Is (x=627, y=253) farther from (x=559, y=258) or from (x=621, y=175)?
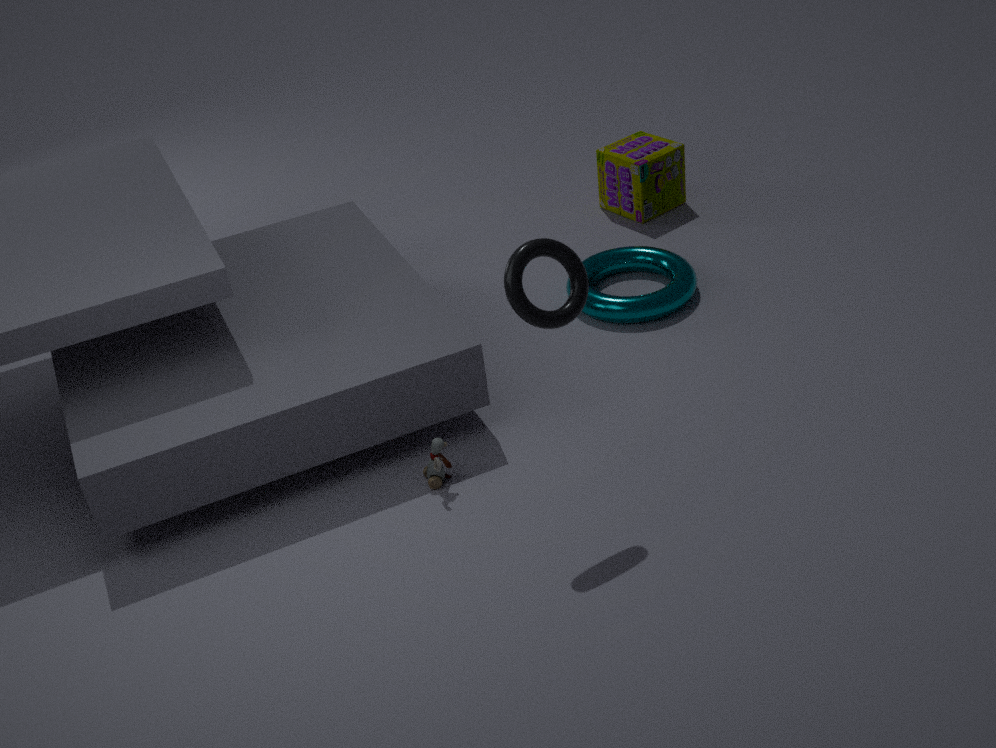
(x=559, y=258)
